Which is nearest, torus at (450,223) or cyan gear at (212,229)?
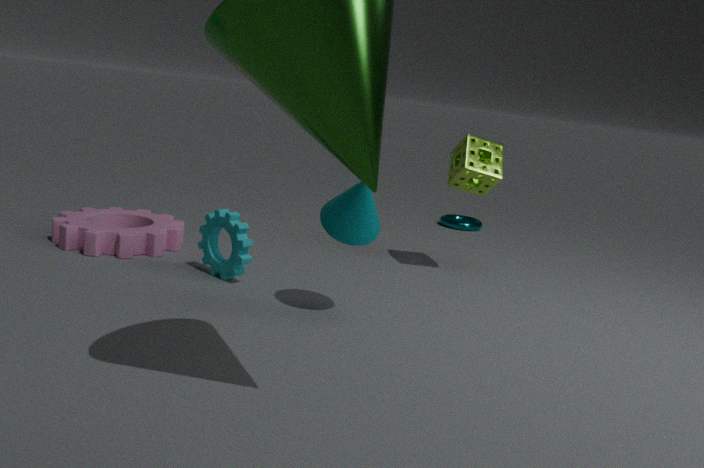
cyan gear at (212,229)
